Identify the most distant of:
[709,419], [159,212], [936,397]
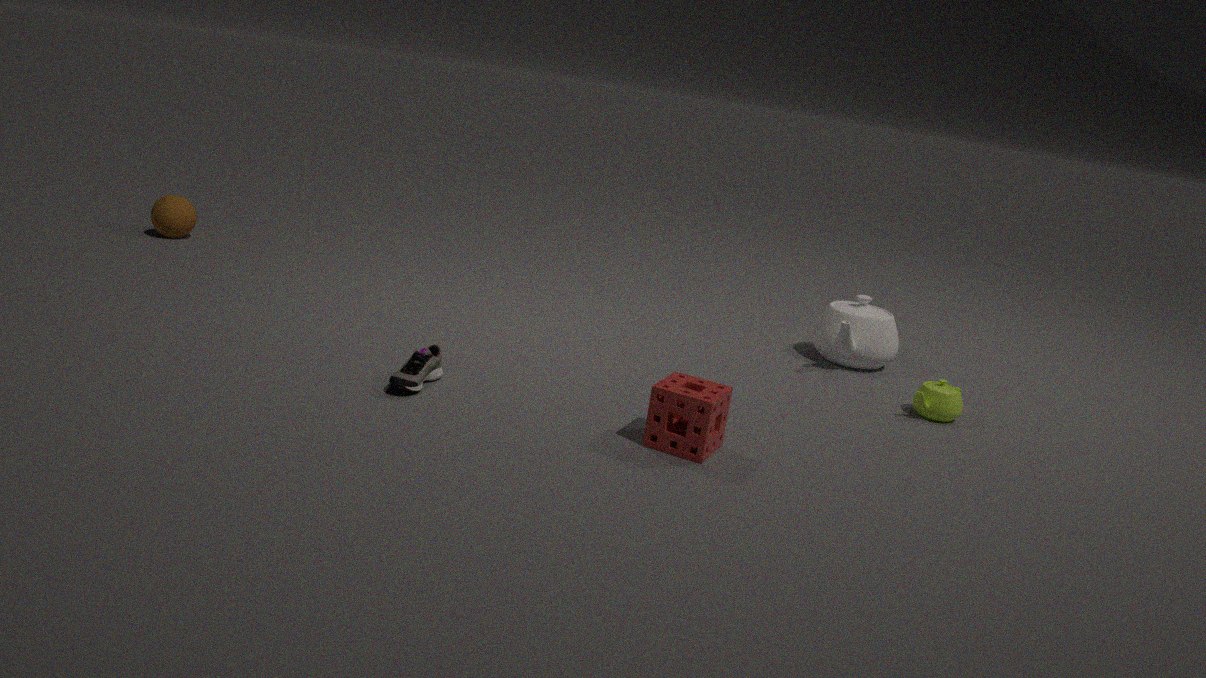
[159,212]
